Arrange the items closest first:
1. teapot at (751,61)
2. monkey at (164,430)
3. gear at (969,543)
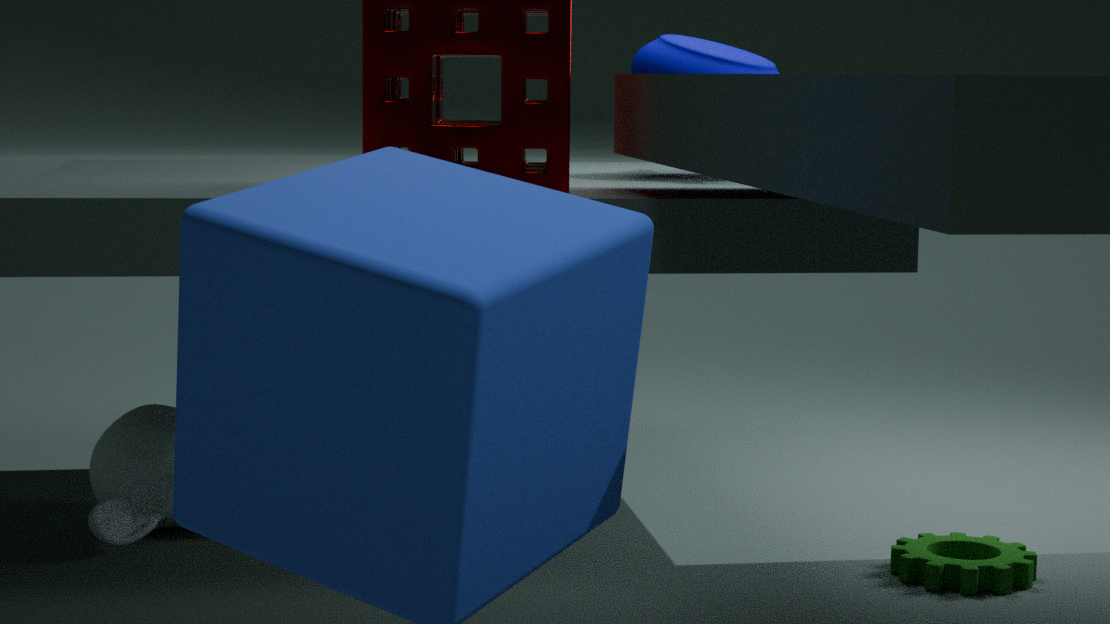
1. gear at (969,543)
2. monkey at (164,430)
3. teapot at (751,61)
